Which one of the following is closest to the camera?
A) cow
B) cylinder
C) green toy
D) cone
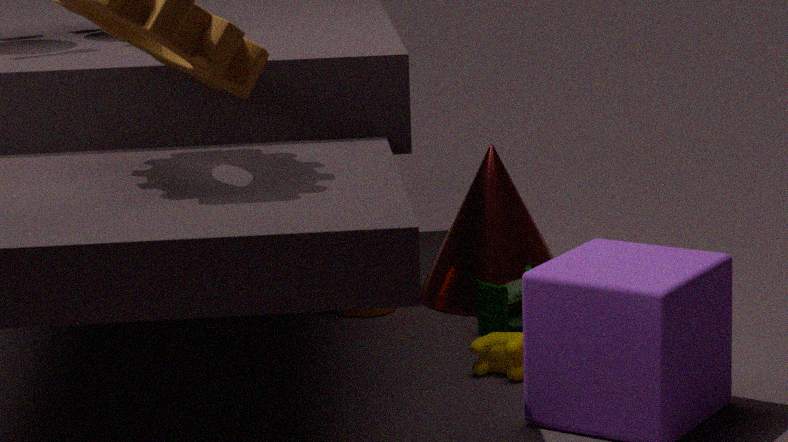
A. cow
